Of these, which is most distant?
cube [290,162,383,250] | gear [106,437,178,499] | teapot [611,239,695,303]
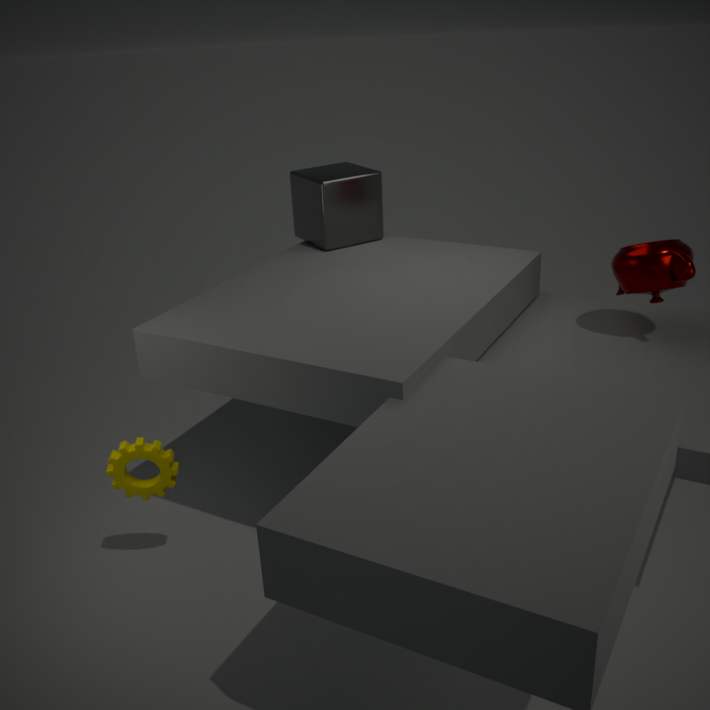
cube [290,162,383,250]
